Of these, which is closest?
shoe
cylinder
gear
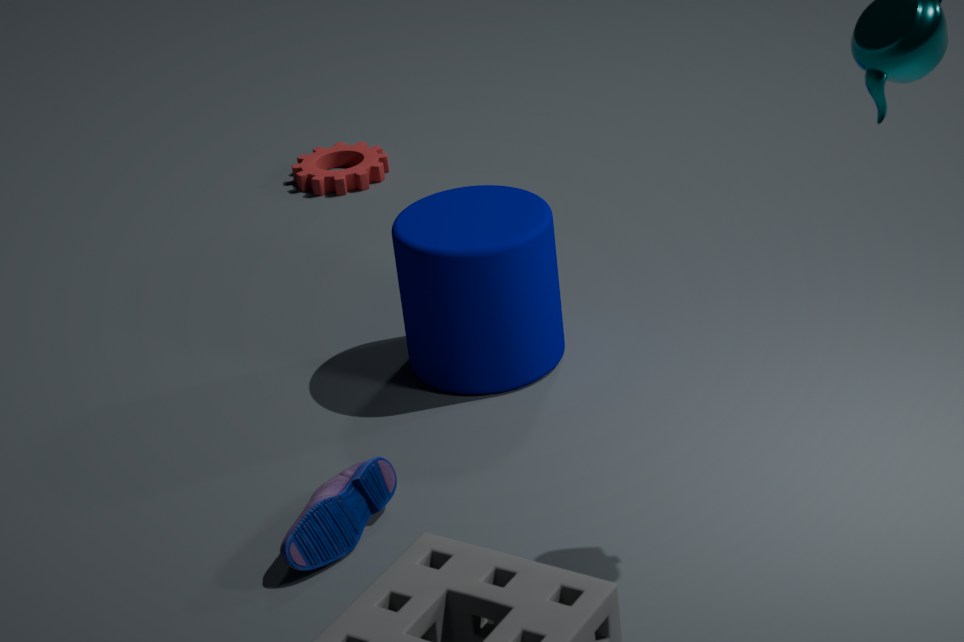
shoe
